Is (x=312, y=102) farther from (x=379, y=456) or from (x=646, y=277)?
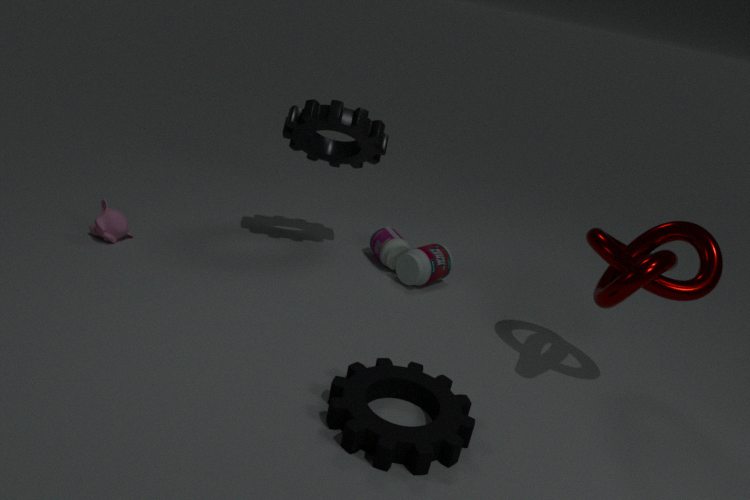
(x=646, y=277)
